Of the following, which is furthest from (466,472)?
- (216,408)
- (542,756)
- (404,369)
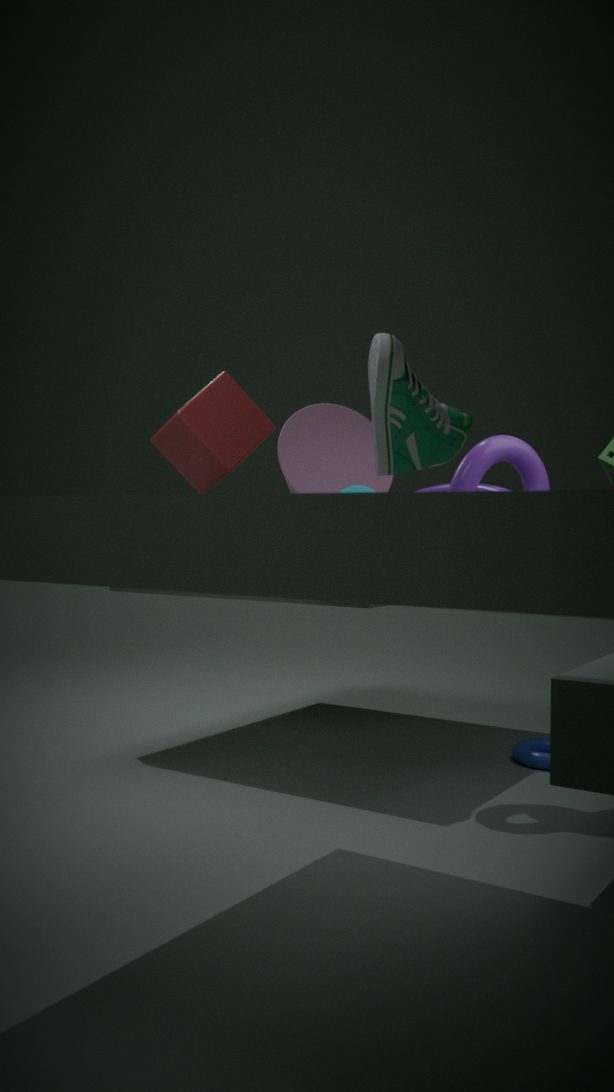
(404,369)
